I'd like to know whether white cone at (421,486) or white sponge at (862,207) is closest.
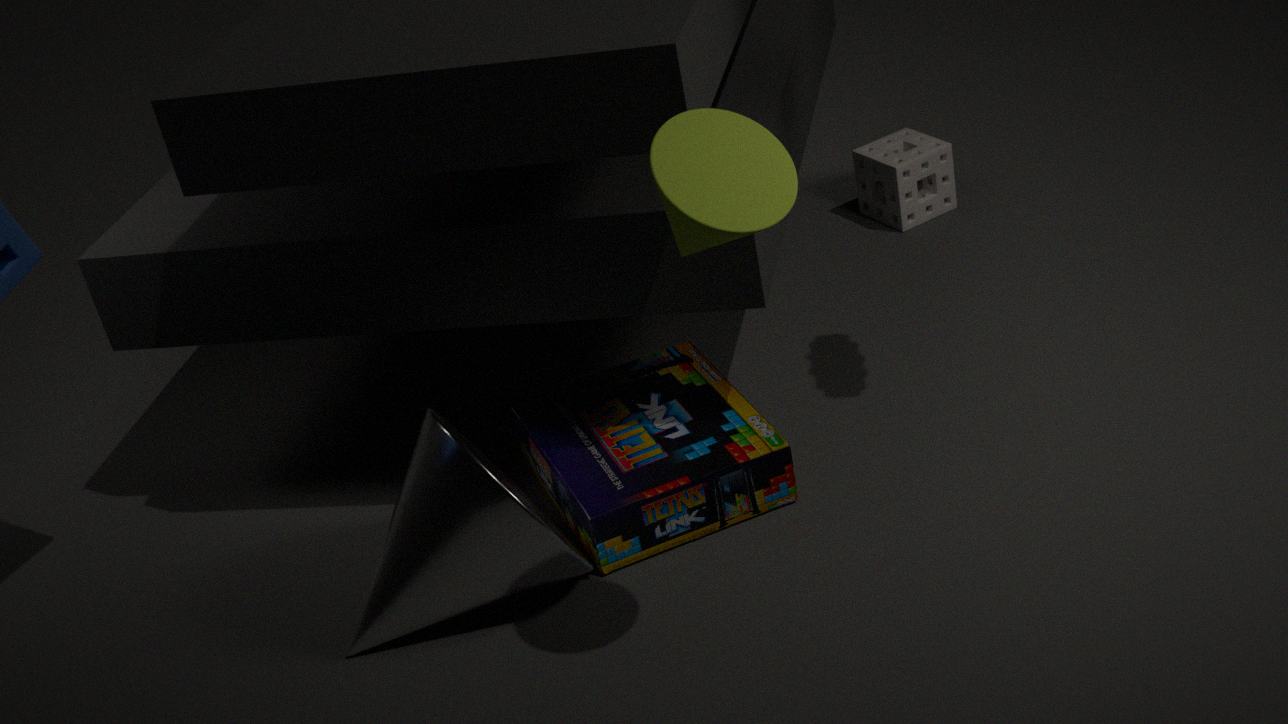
white cone at (421,486)
